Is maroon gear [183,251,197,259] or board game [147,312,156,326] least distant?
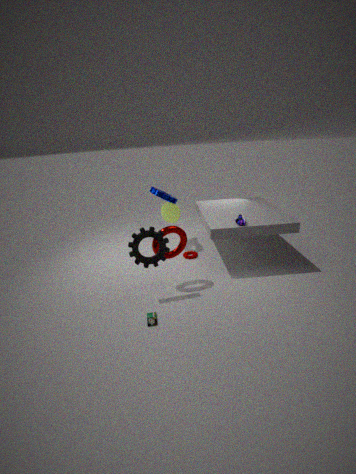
board game [147,312,156,326]
